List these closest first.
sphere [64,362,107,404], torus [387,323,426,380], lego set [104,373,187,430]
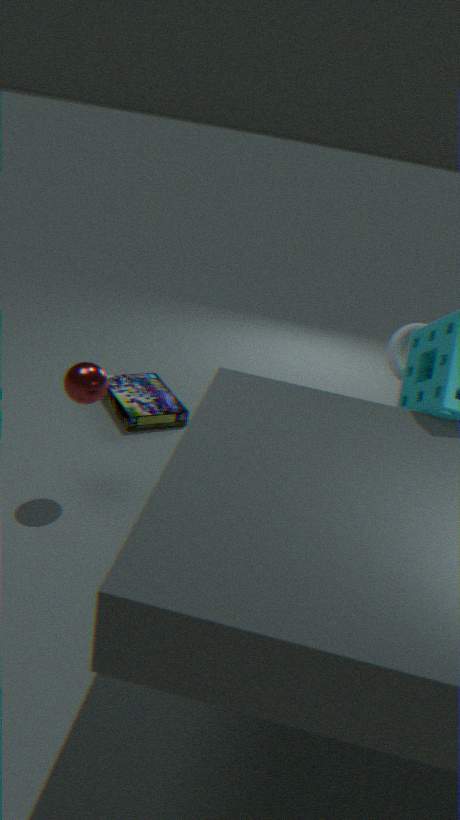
sphere [64,362,107,404]
torus [387,323,426,380]
lego set [104,373,187,430]
